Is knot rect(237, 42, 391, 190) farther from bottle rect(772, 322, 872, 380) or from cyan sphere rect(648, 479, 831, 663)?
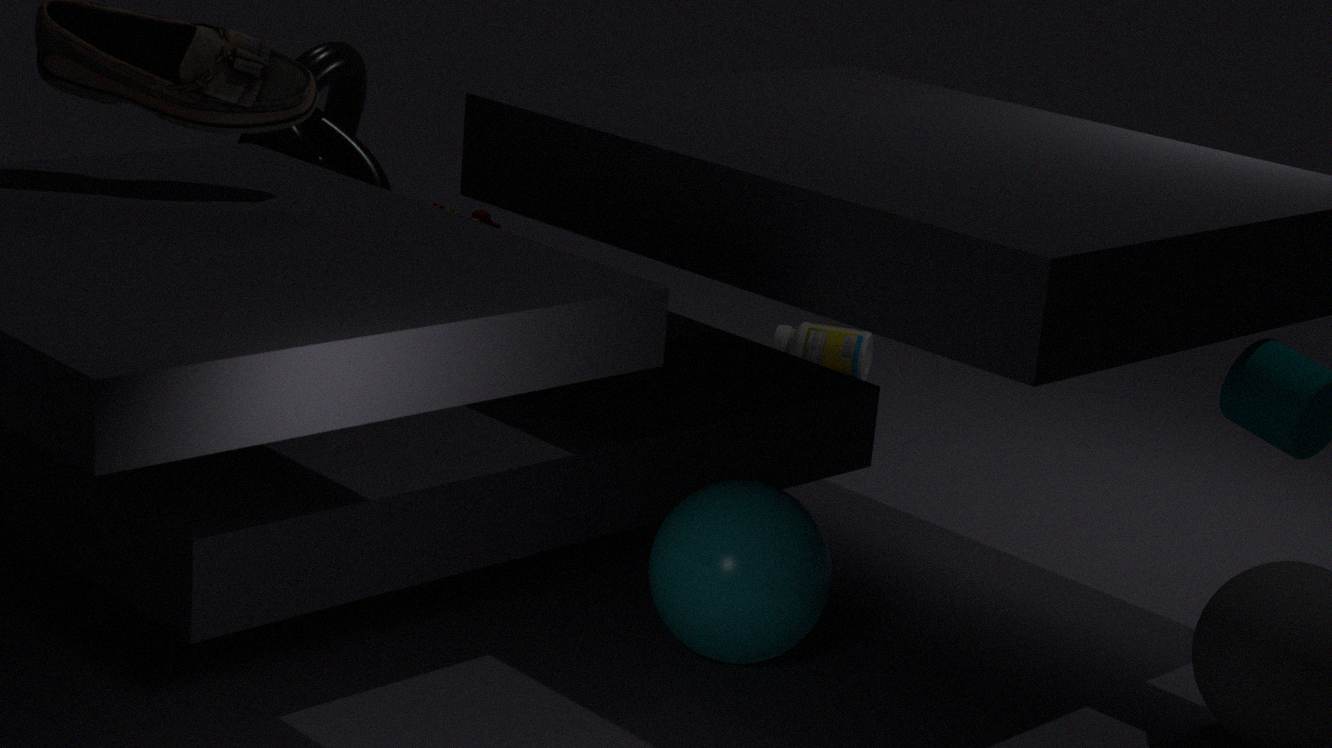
bottle rect(772, 322, 872, 380)
